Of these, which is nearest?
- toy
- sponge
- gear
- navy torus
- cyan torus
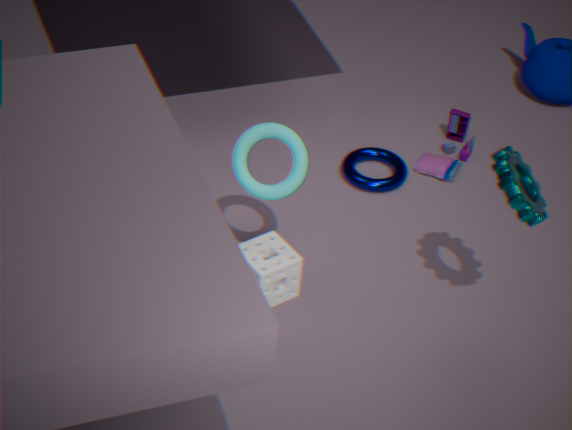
gear
